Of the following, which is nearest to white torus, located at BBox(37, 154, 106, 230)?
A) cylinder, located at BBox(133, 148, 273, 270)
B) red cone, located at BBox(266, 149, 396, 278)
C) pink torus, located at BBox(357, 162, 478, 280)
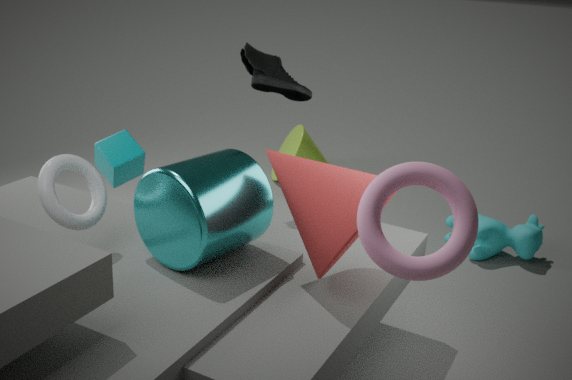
cylinder, located at BBox(133, 148, 273, 270)
